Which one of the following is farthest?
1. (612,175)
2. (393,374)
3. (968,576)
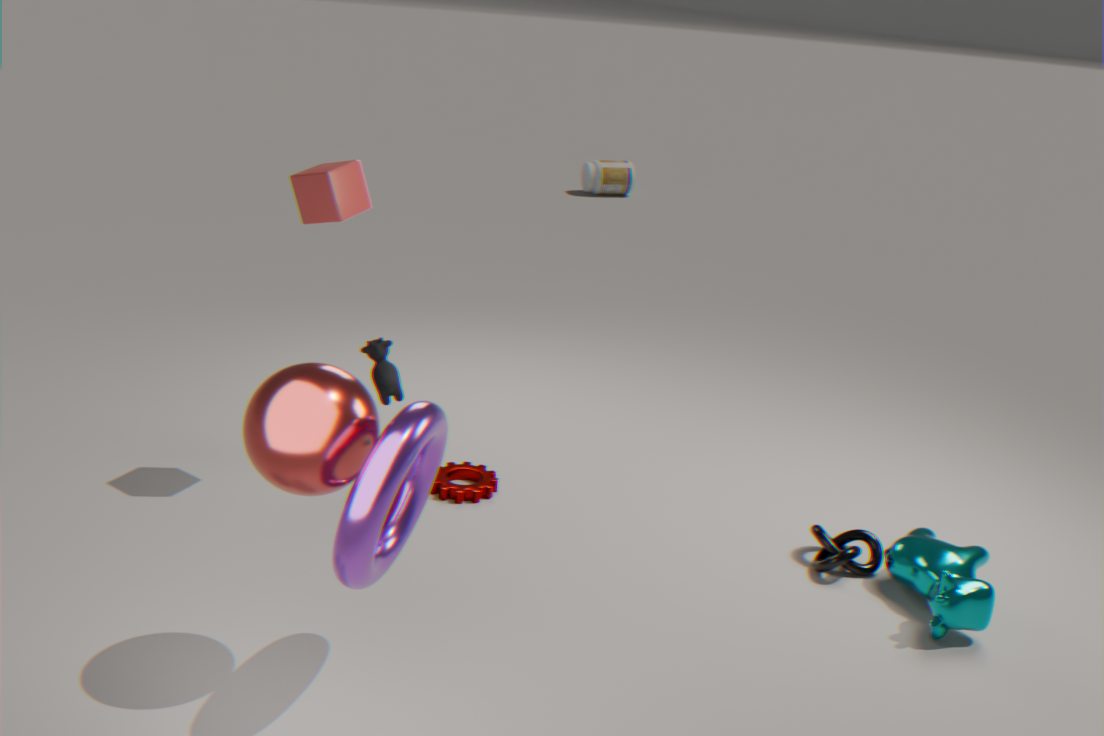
(612,175)
